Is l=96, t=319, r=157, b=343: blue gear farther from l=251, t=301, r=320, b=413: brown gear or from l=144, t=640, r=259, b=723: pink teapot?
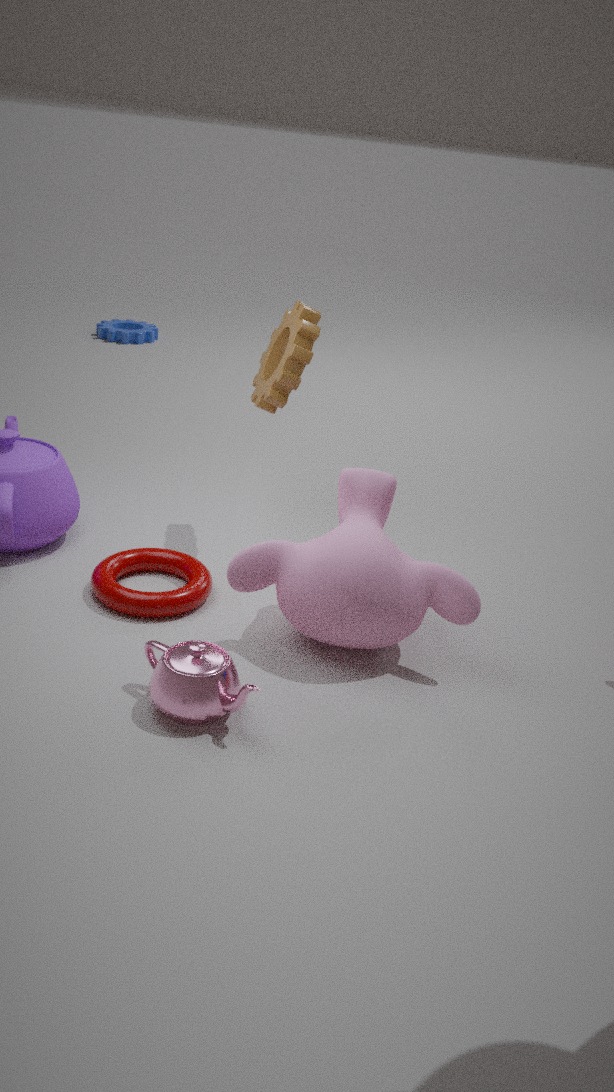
l=144, t=640, r=259, b=723: pink teapot
